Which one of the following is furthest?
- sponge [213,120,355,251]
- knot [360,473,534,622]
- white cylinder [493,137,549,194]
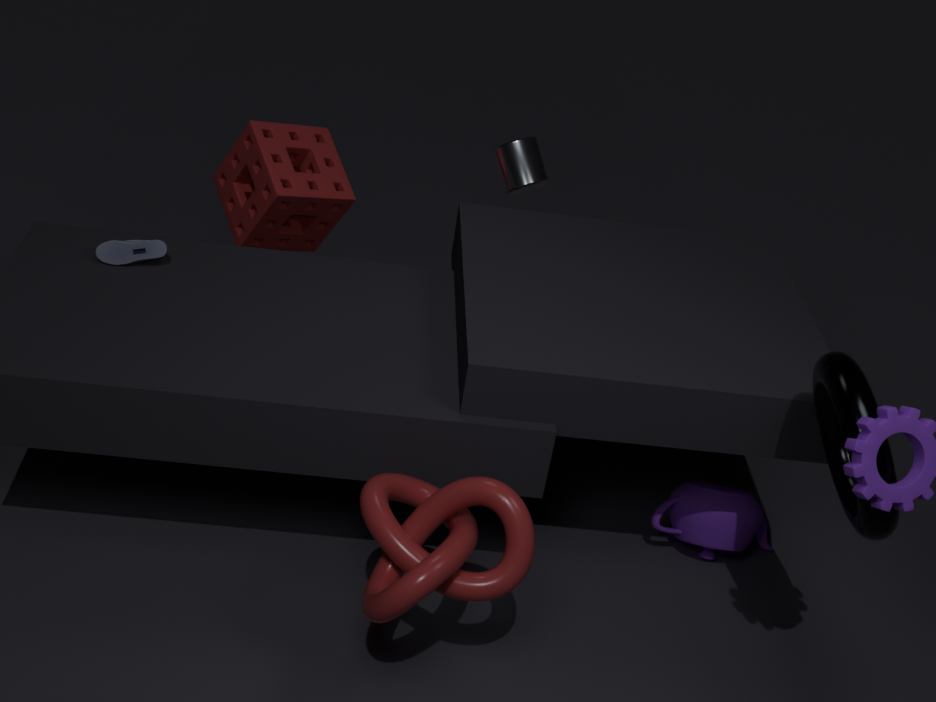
sponge [213,120,355,251]
